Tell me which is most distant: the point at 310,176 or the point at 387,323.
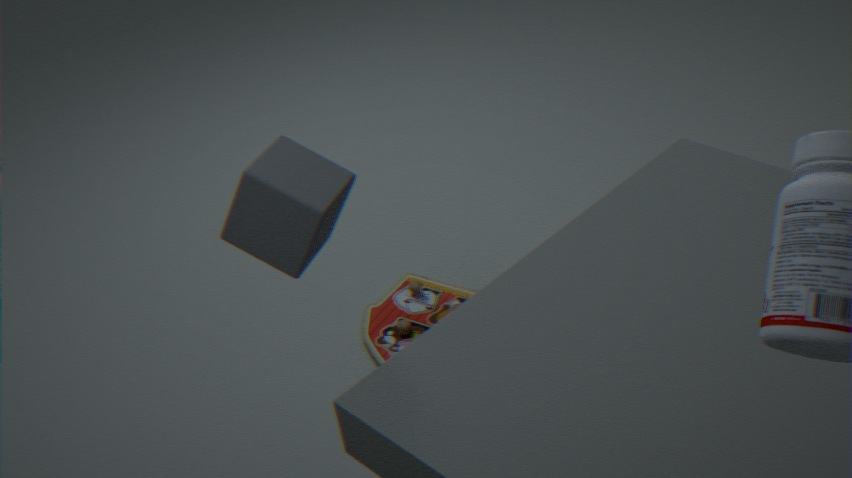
the point at 387,323
